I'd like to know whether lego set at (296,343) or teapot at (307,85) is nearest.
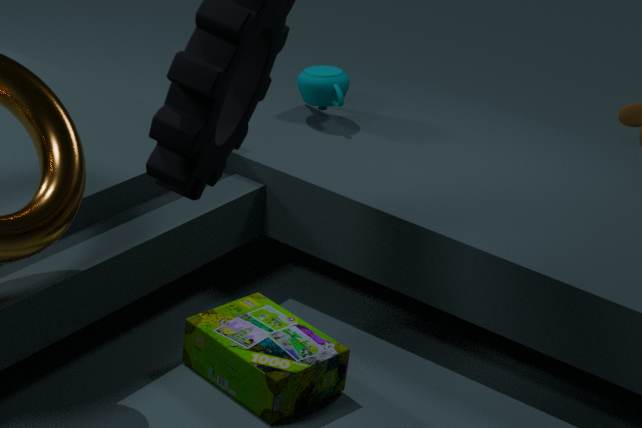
lego set at (296,343)
